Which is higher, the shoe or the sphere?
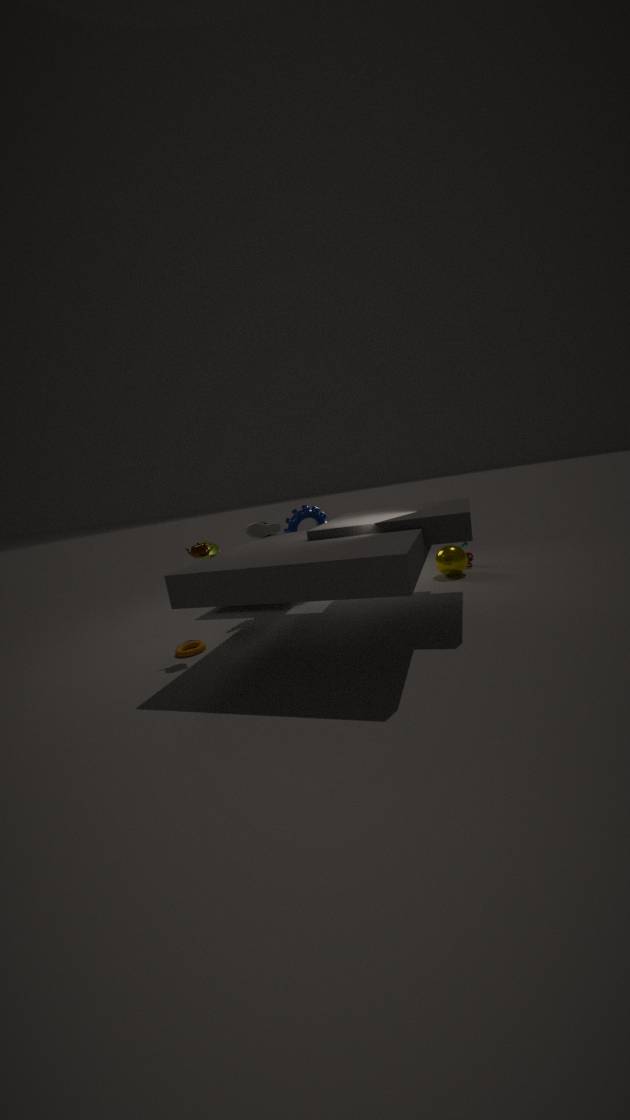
the shoe
